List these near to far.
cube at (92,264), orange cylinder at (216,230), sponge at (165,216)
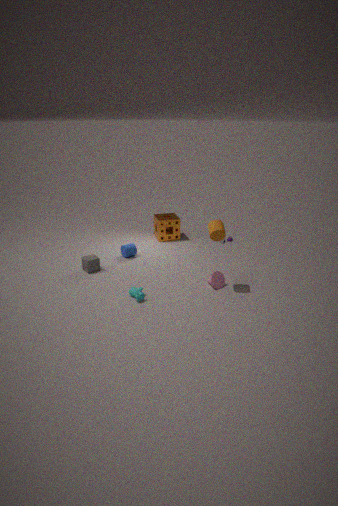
orange cylinder at (216,230)
cube at (92,264)
sponge at (165,216)
